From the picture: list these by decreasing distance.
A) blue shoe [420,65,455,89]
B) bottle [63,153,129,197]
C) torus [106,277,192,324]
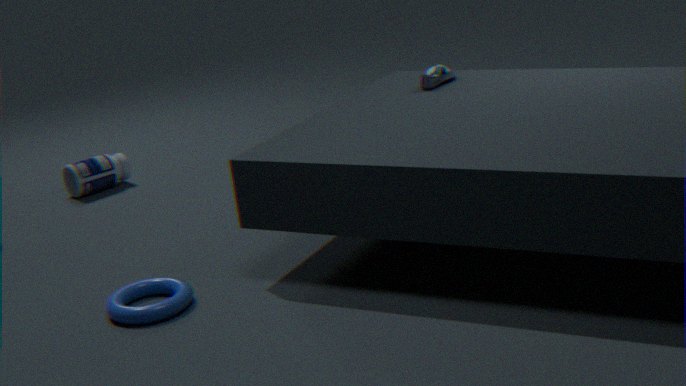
bottle [63,153,129,197] → blue shoe [420,65,455,89] → torus [106,277,192,324]
